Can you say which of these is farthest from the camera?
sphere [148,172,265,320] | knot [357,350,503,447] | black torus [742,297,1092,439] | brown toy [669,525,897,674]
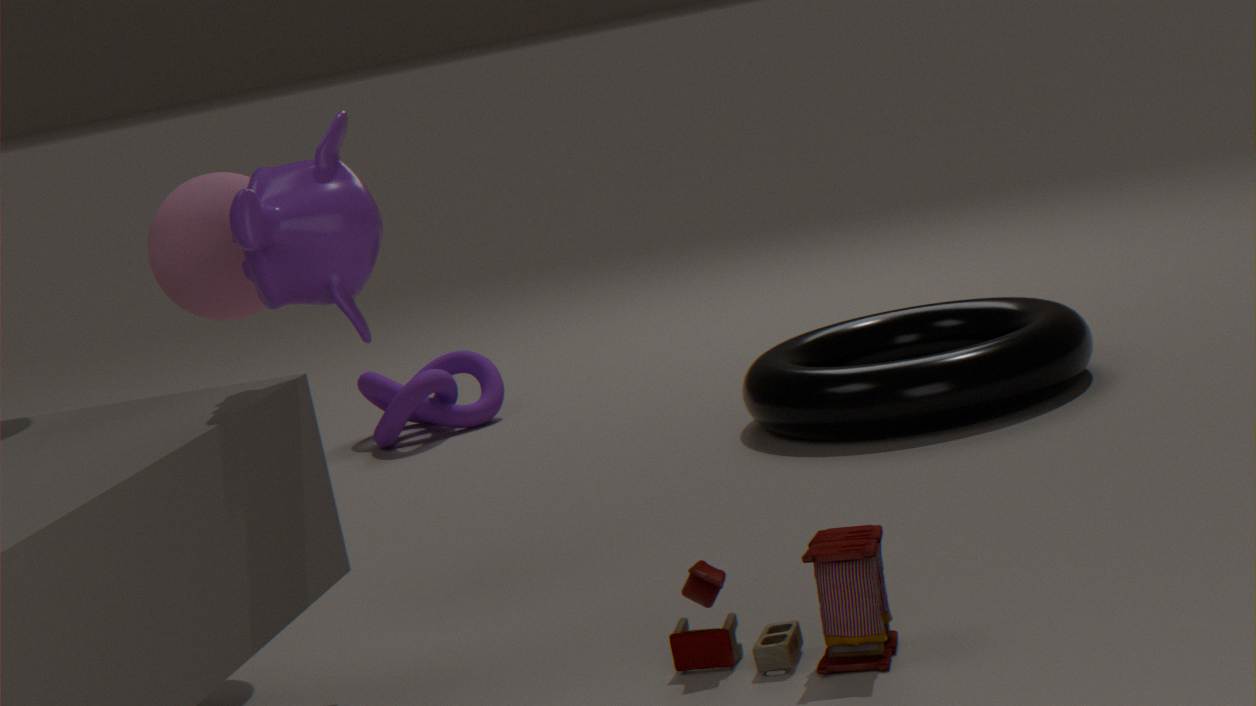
knot [357,350,503,447]
